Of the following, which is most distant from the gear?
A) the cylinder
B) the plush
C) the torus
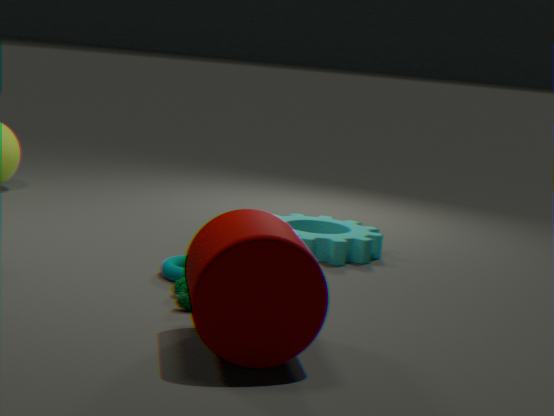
the cylinder
